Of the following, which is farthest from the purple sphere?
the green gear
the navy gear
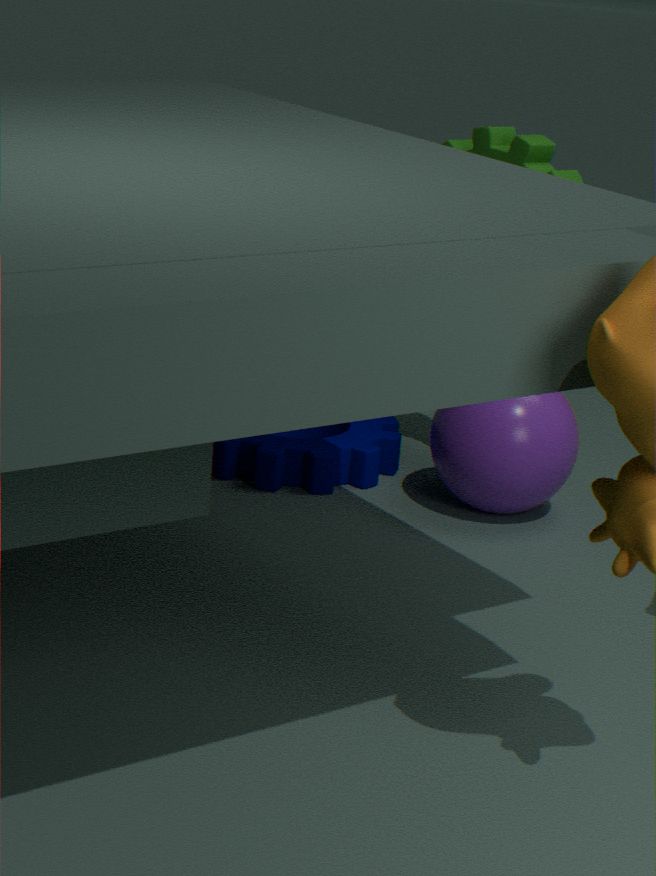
the navy gear
